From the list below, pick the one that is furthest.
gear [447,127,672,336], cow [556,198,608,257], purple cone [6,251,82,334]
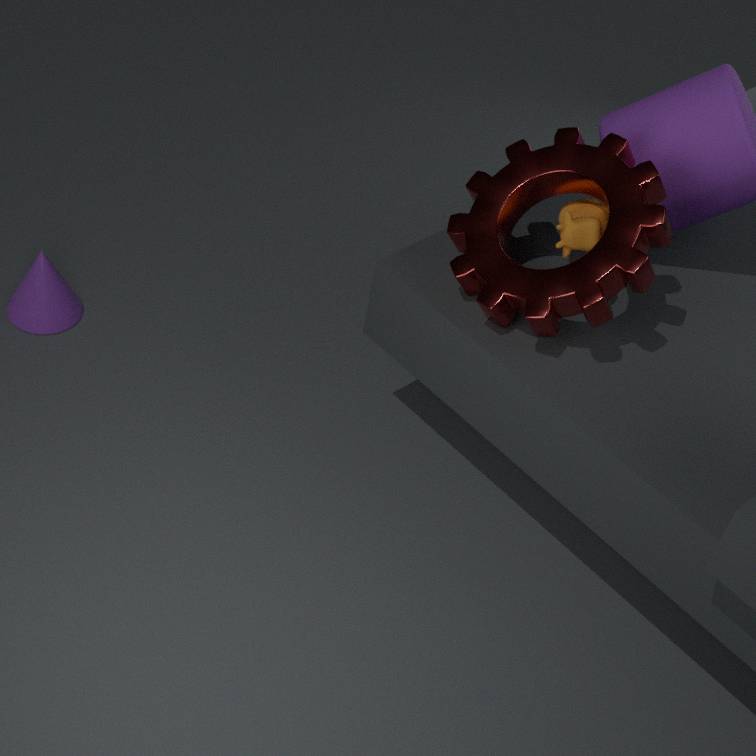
purple cone [6,251,82,334]
